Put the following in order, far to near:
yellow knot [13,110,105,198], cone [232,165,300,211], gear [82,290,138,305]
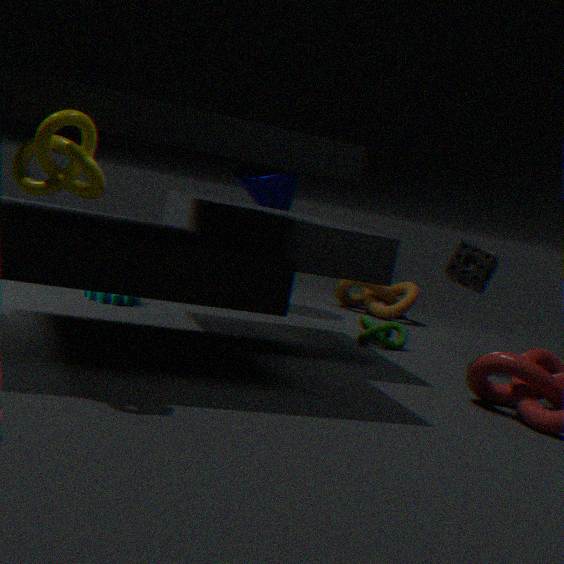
cone [232,165,300,211]
gear [82,290,138,305]
yellow knot [13,110,105,198]
